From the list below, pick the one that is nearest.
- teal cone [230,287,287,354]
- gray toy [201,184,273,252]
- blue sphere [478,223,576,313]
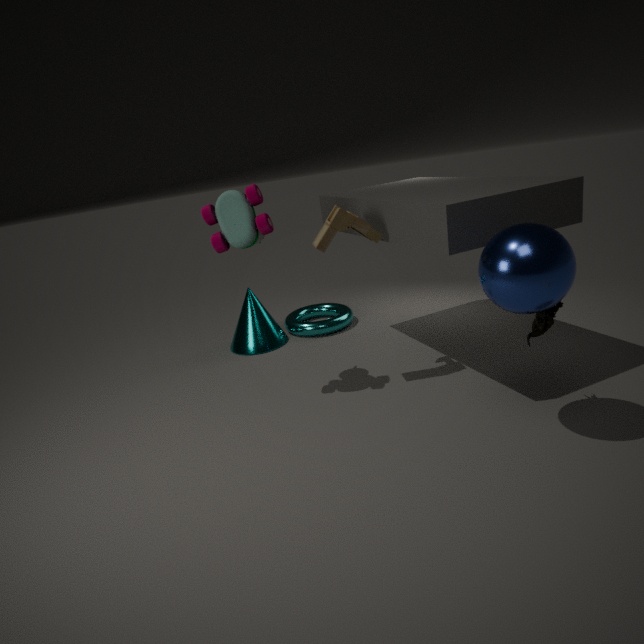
blue sphere [478,223,576,313]
